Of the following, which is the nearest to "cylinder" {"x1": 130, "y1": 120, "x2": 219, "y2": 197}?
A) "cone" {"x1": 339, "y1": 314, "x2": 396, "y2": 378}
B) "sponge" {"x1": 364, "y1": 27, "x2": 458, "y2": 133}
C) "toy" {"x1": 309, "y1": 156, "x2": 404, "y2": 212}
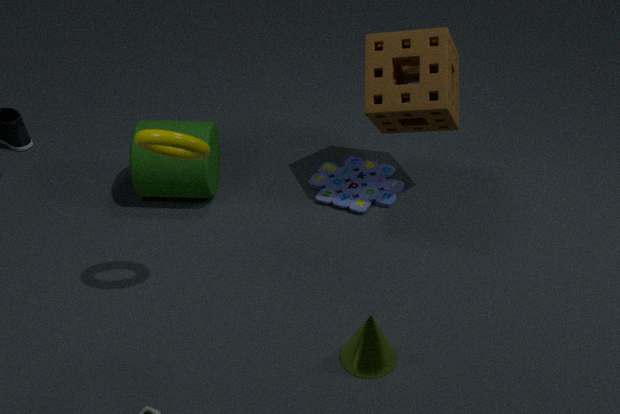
"toy" {"x1": 309, "y1": 156, "x2": 404, "y2": 212}
